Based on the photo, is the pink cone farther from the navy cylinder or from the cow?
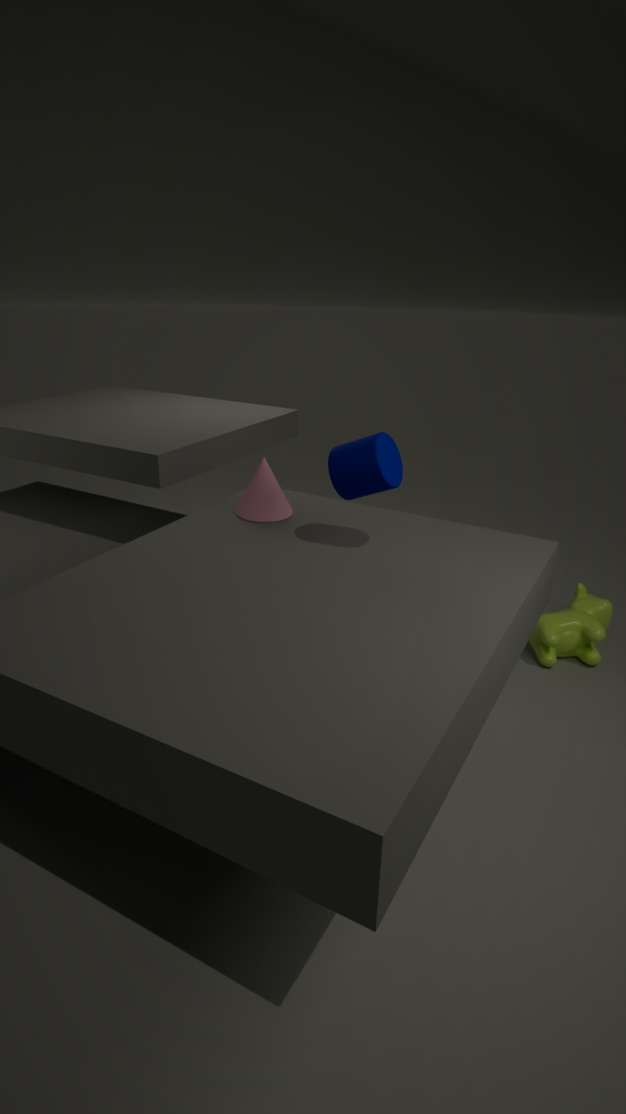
the cow
